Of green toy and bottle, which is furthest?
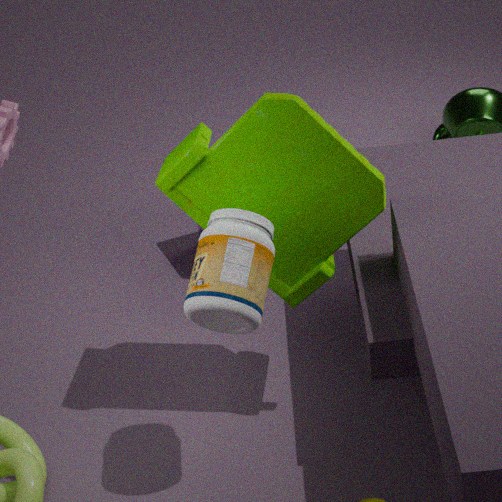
green toy
